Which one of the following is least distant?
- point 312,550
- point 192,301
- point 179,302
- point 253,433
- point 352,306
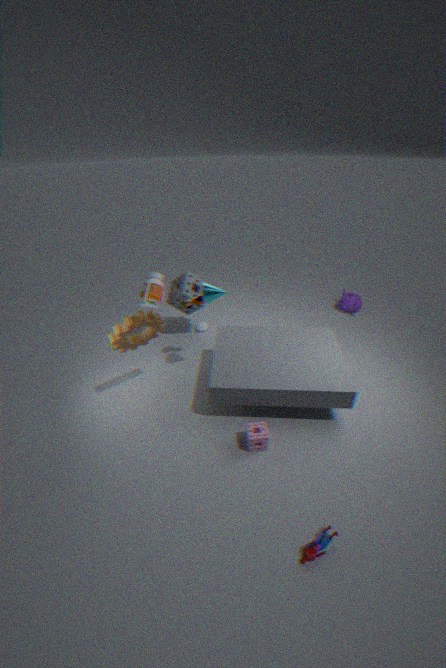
point 312,550
